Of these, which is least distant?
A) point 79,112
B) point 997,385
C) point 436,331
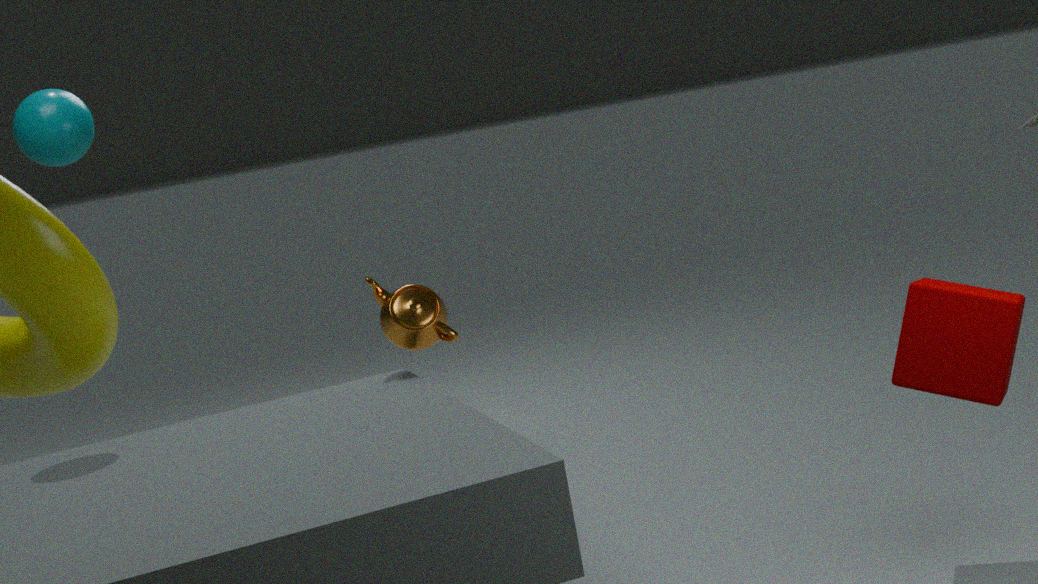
point 997,385
